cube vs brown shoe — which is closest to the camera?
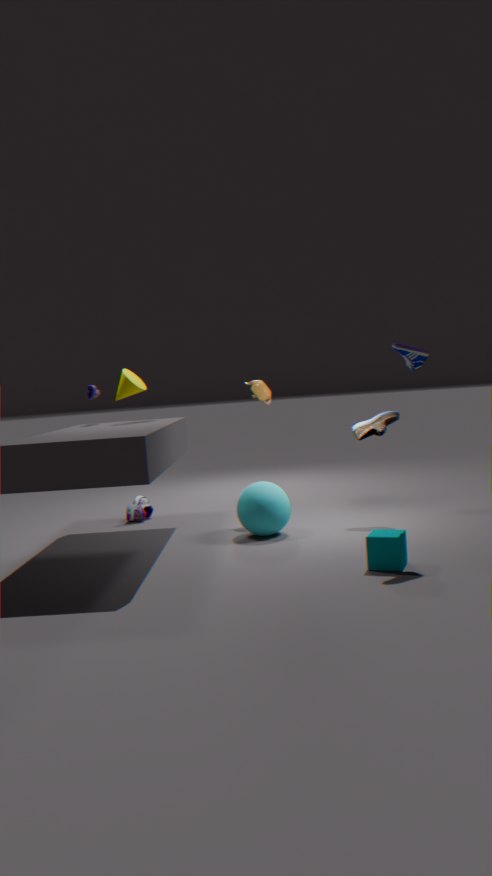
cube
